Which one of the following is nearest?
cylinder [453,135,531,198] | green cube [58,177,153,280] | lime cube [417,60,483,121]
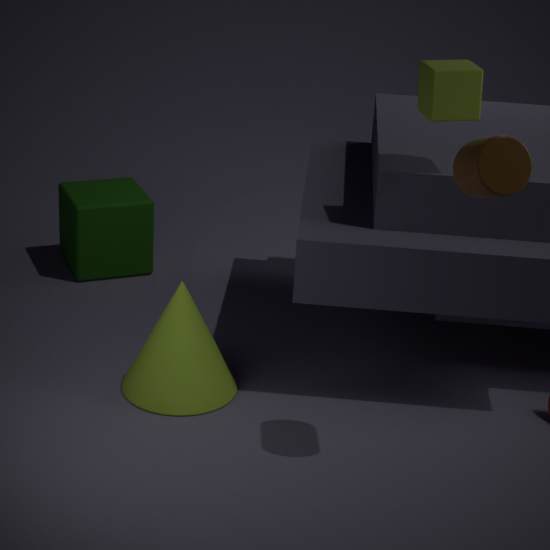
cylinder [453,135,531,198]
